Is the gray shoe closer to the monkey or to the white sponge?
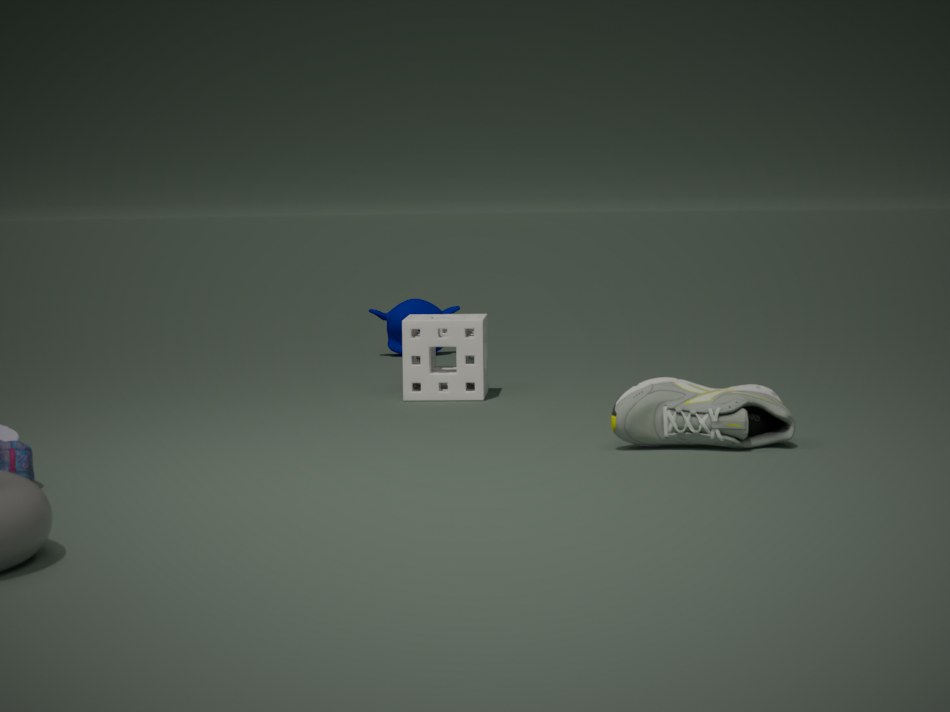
the white sponge
